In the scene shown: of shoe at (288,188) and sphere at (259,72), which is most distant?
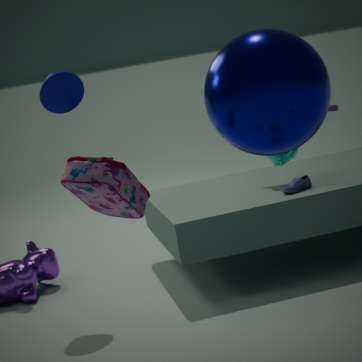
shoe at (288,188)
